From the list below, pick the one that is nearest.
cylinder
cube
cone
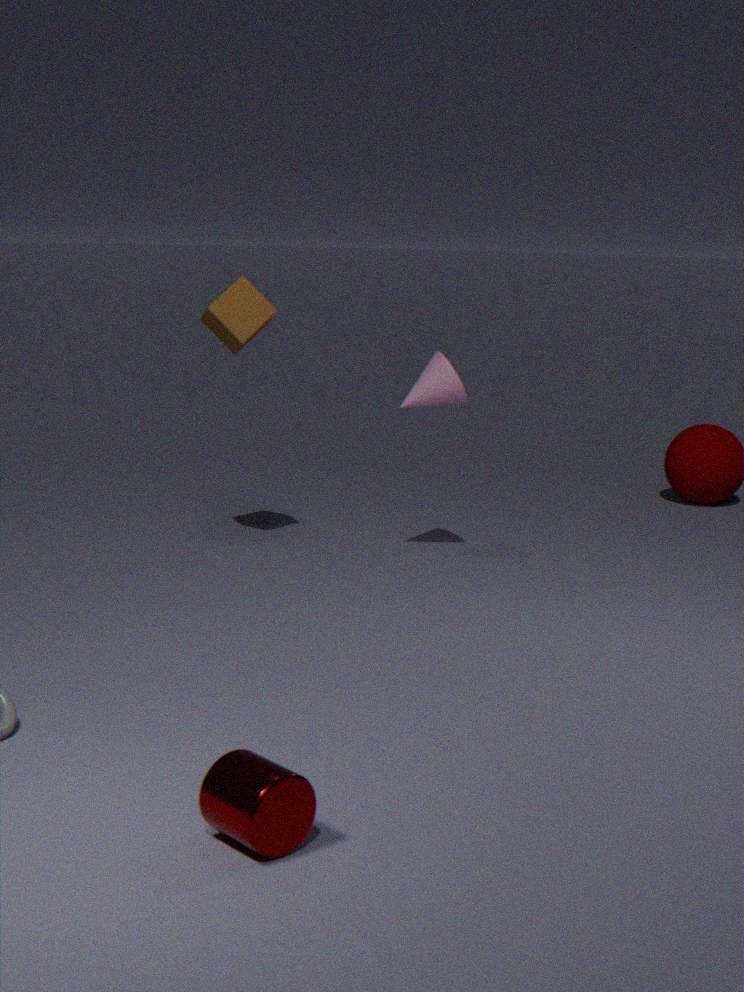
cylinder
